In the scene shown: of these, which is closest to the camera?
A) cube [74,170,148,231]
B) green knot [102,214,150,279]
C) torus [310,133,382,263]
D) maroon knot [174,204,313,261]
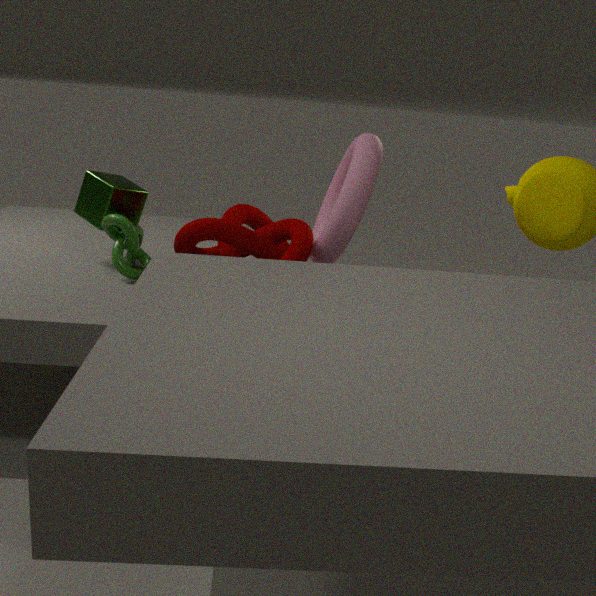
torus [310,133,382,263]
